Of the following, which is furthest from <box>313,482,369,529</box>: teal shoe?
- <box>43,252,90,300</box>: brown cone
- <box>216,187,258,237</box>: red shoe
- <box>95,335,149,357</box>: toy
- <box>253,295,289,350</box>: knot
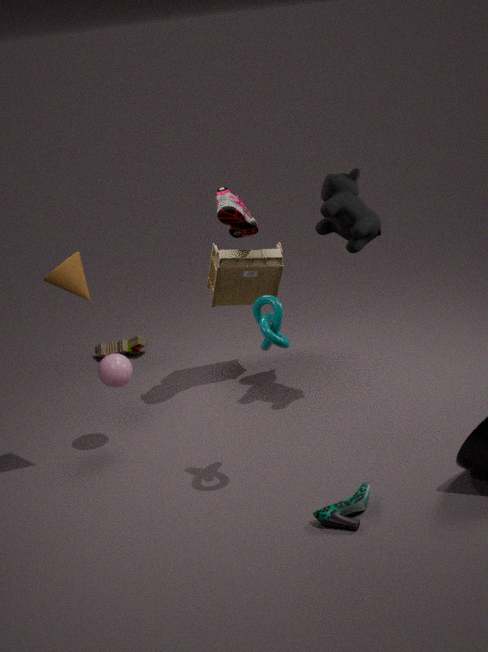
<box>95,335,149,357</box>: toy
